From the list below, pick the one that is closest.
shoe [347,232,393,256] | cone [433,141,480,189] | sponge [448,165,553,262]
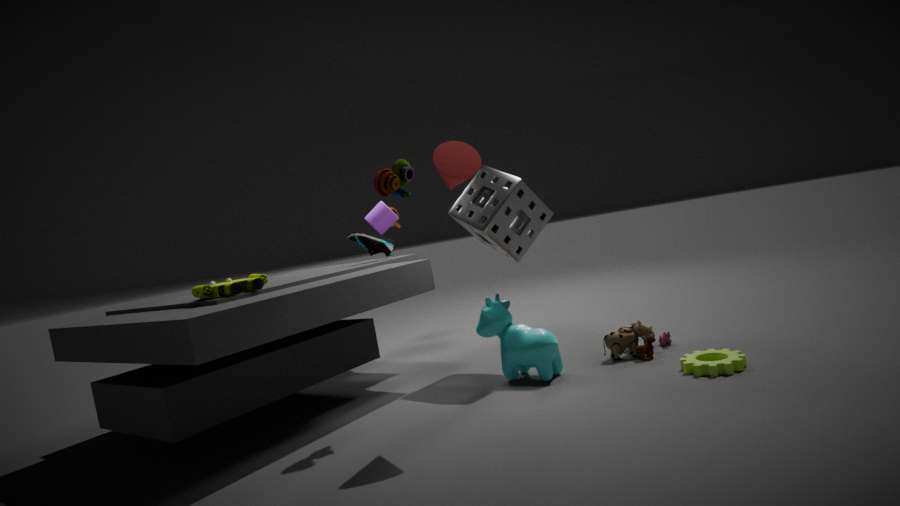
cone [433,141,480,189]
